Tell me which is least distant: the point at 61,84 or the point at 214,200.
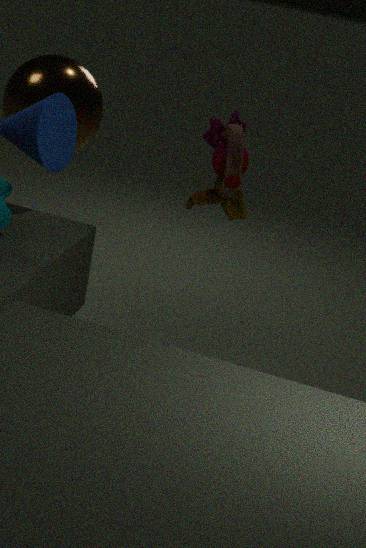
the point at 214,200
